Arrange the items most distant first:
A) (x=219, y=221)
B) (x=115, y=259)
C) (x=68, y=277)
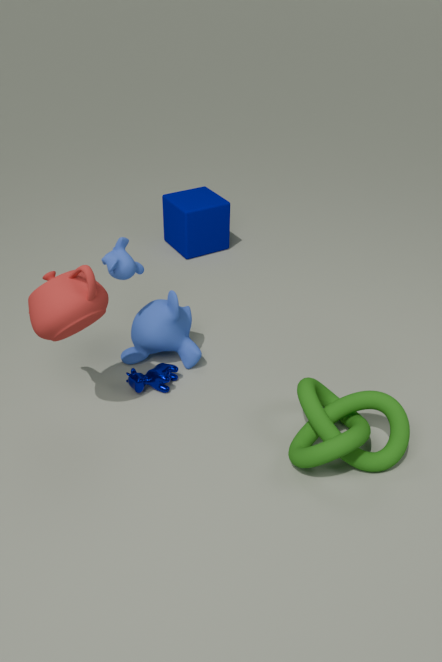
(x=219, y=221) < (x=115, y=259) < (x=68, y=277)
